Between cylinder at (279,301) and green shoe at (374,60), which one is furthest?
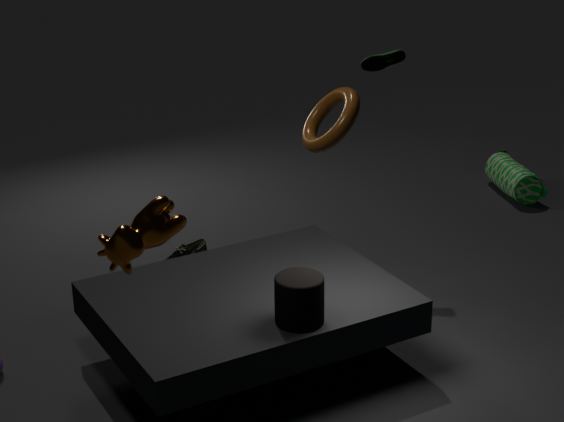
green shoe at (374,60)
